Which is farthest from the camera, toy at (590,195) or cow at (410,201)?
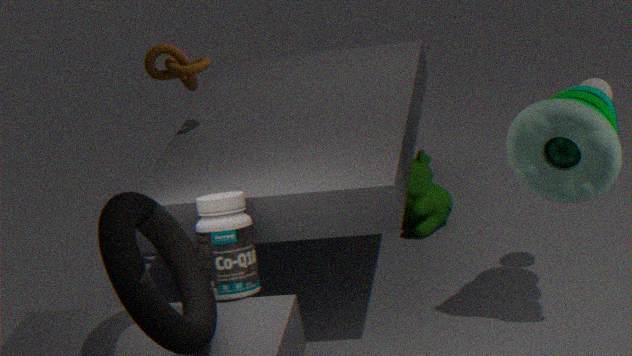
cow at (410,201)
